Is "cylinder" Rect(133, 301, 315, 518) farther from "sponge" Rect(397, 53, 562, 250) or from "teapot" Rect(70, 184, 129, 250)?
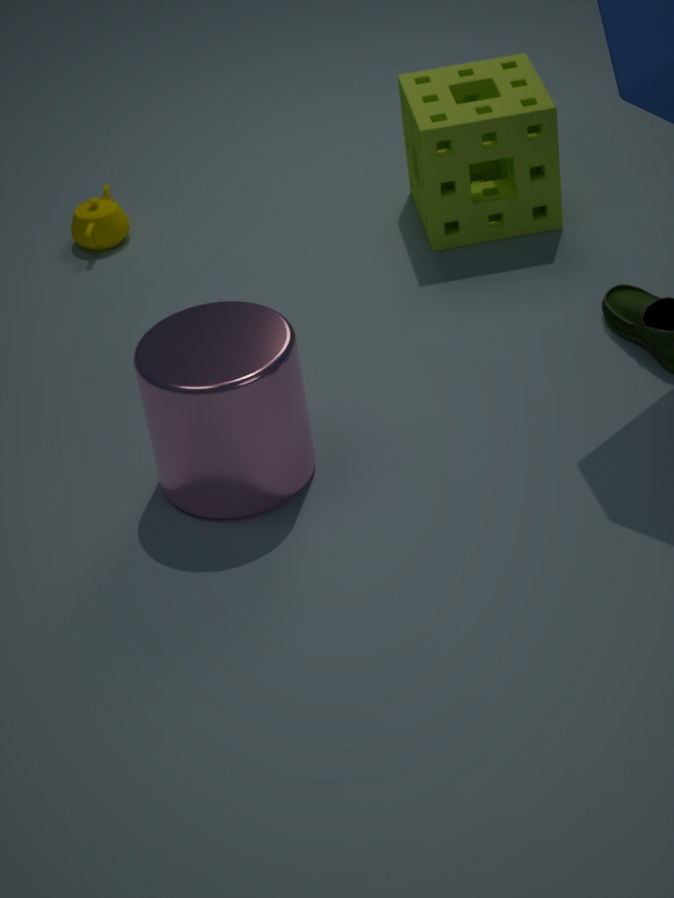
"teapot" Rect(70, 184, 129, 250)
